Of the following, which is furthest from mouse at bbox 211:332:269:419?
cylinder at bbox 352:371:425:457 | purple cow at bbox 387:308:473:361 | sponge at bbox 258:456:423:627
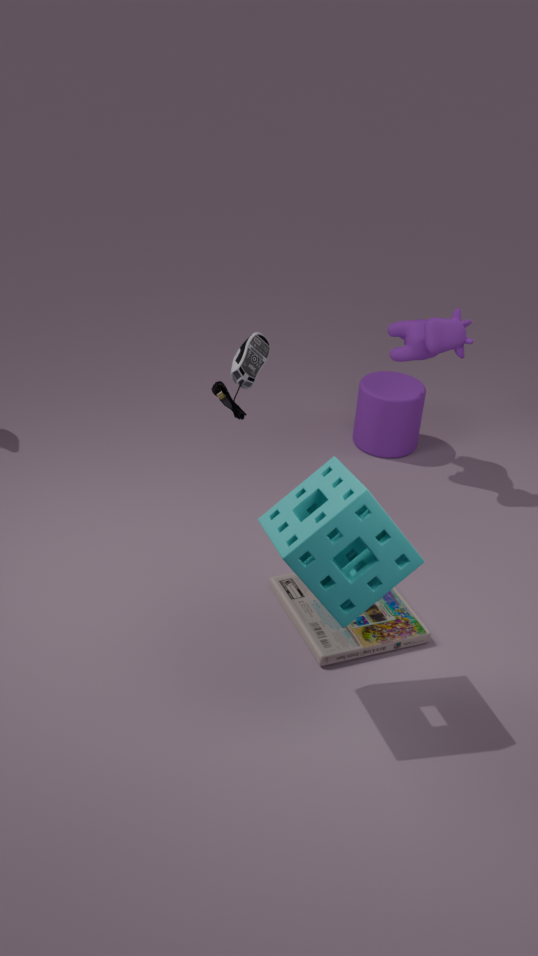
cylinder at bbox 352:371:425:457
